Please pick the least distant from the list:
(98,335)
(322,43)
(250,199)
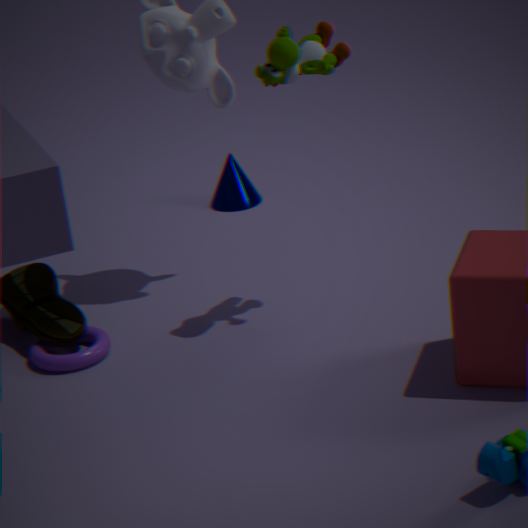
(322,43)
